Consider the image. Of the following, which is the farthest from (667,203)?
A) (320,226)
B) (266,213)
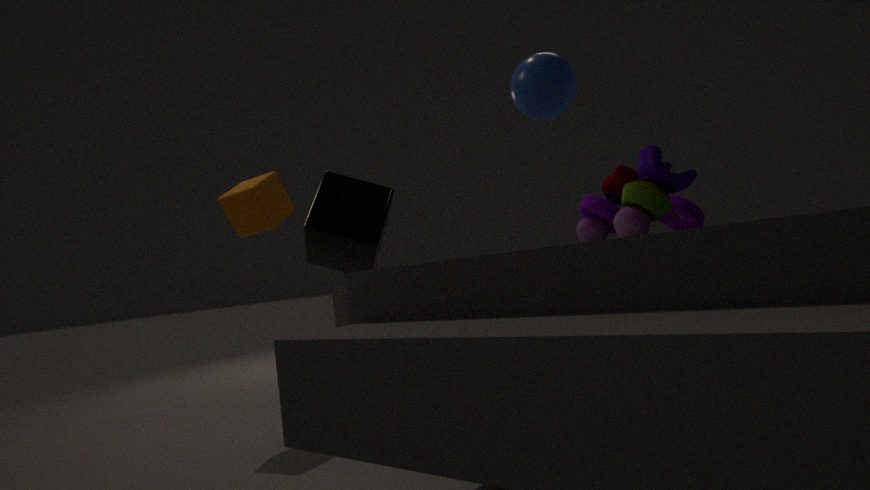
(266,213)
